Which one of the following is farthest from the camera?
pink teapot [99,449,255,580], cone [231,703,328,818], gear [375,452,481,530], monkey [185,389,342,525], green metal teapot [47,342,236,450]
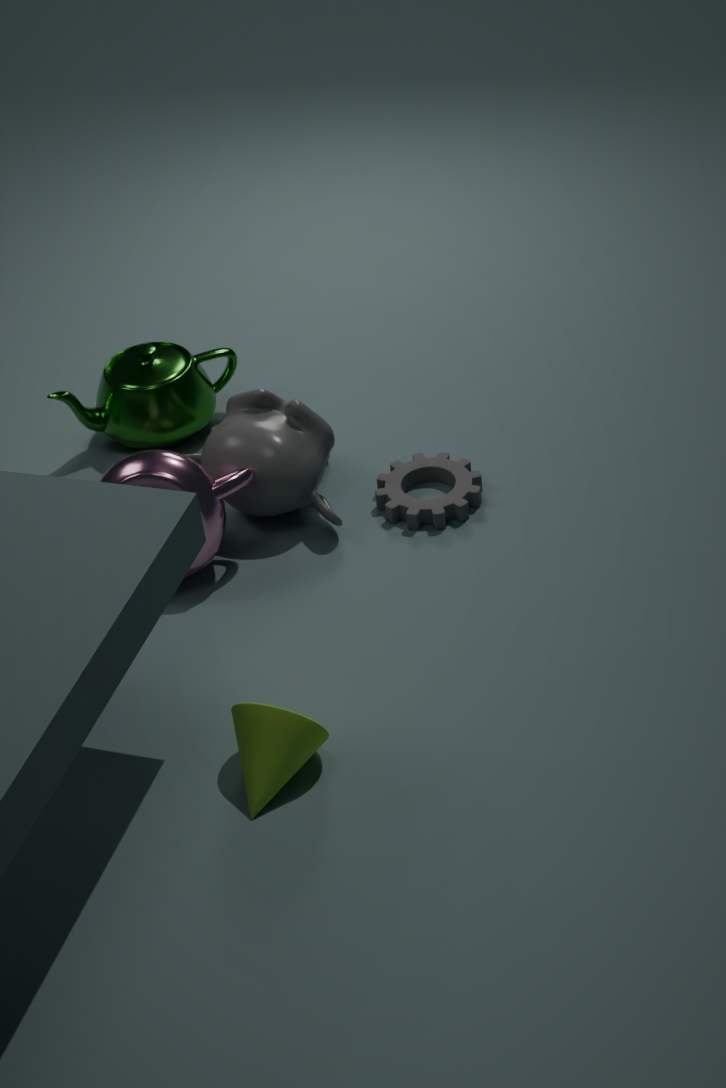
green metal teapot [47,342,236,450]
